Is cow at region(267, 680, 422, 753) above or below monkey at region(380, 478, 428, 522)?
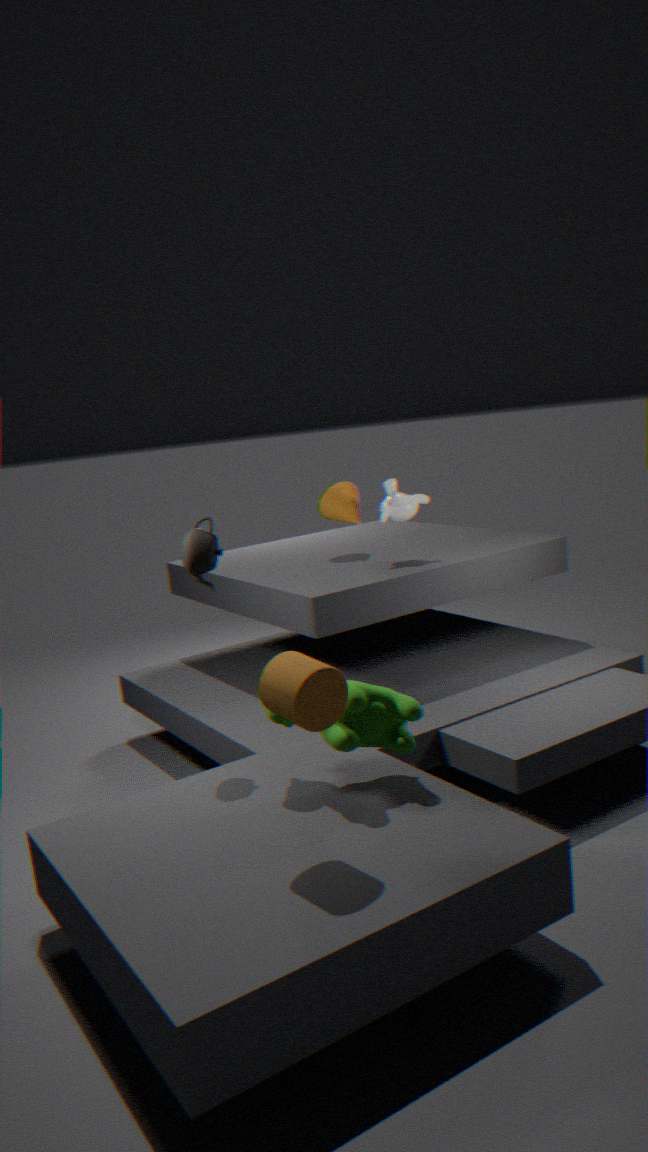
below
